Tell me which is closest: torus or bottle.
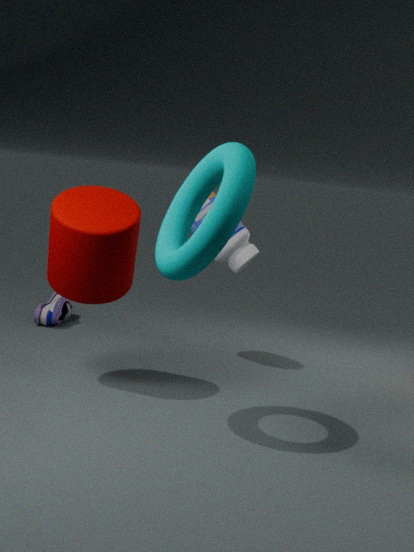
torus
